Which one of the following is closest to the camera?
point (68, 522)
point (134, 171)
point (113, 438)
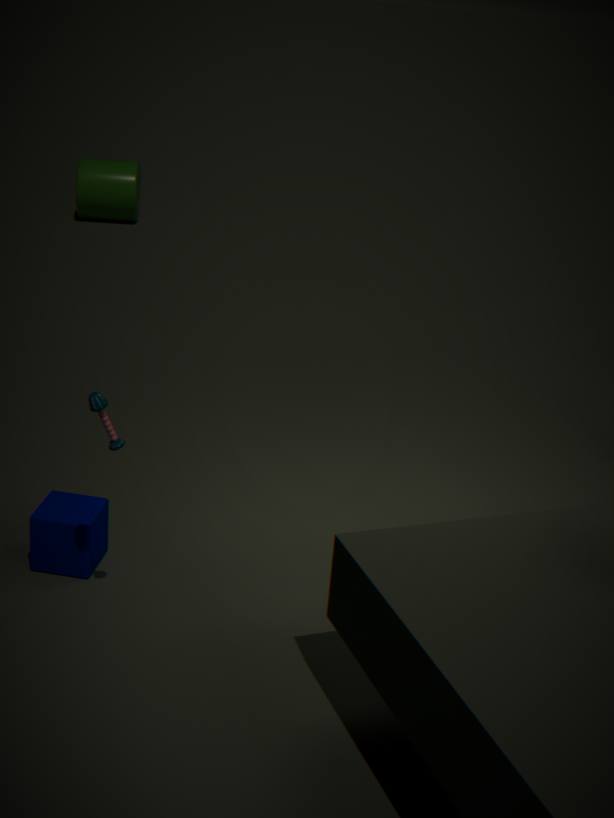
point (113, 438)
